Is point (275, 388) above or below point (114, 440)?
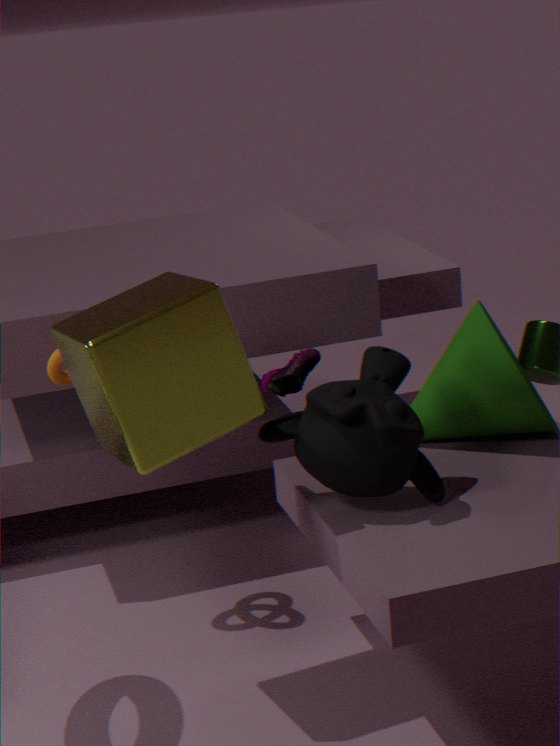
below
